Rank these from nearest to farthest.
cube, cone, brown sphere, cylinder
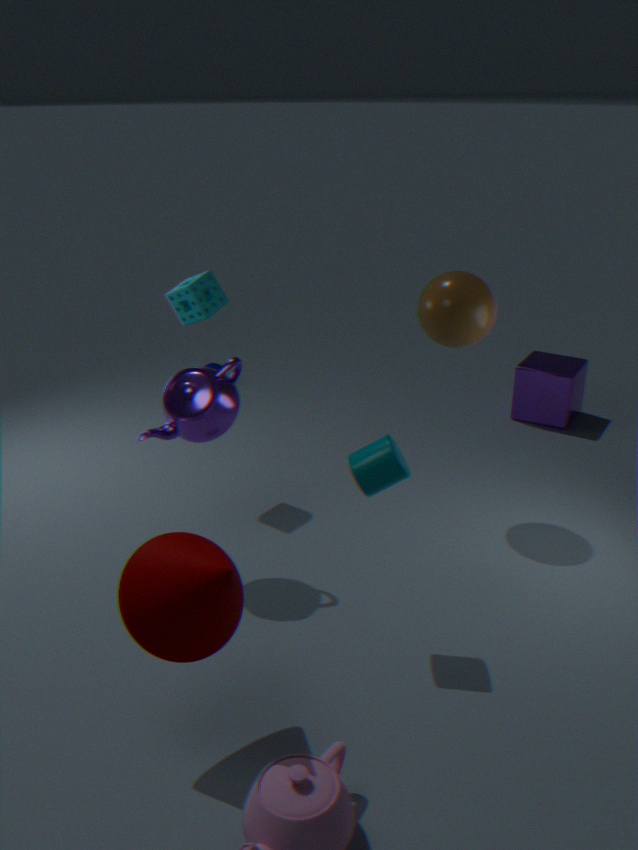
1. cone
2. cylinder
3. brown sphere
4. cube
